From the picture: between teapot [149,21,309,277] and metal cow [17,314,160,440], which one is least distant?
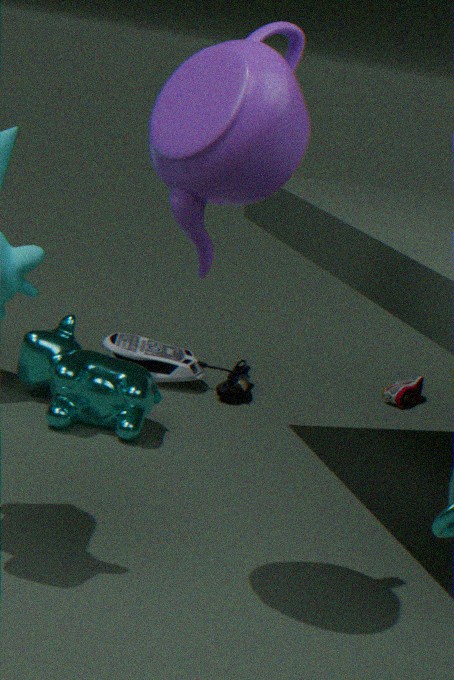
teapot [149,21,309,277]
